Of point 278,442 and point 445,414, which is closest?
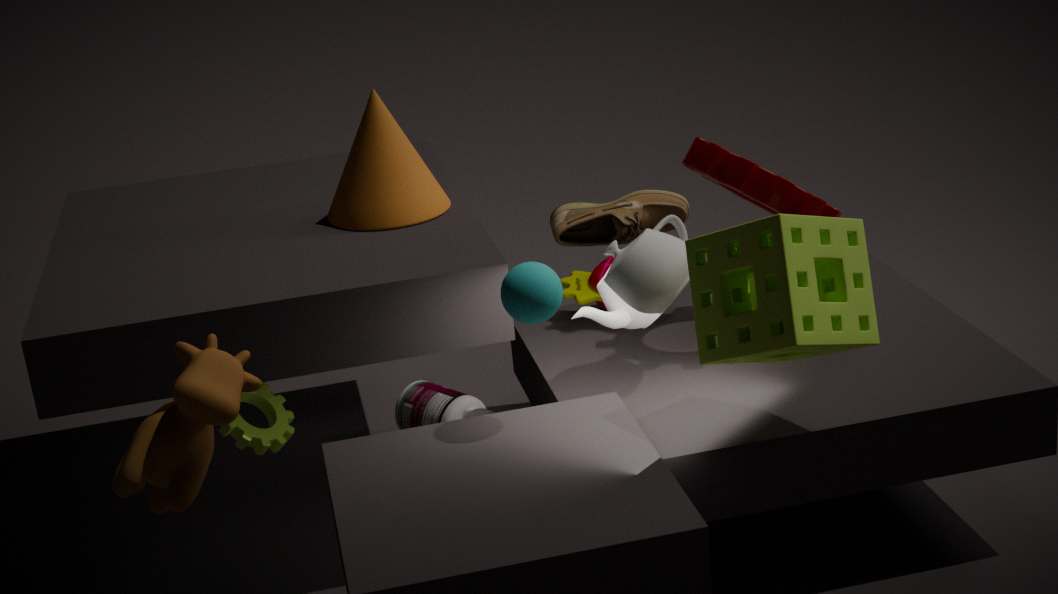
point 278,442
